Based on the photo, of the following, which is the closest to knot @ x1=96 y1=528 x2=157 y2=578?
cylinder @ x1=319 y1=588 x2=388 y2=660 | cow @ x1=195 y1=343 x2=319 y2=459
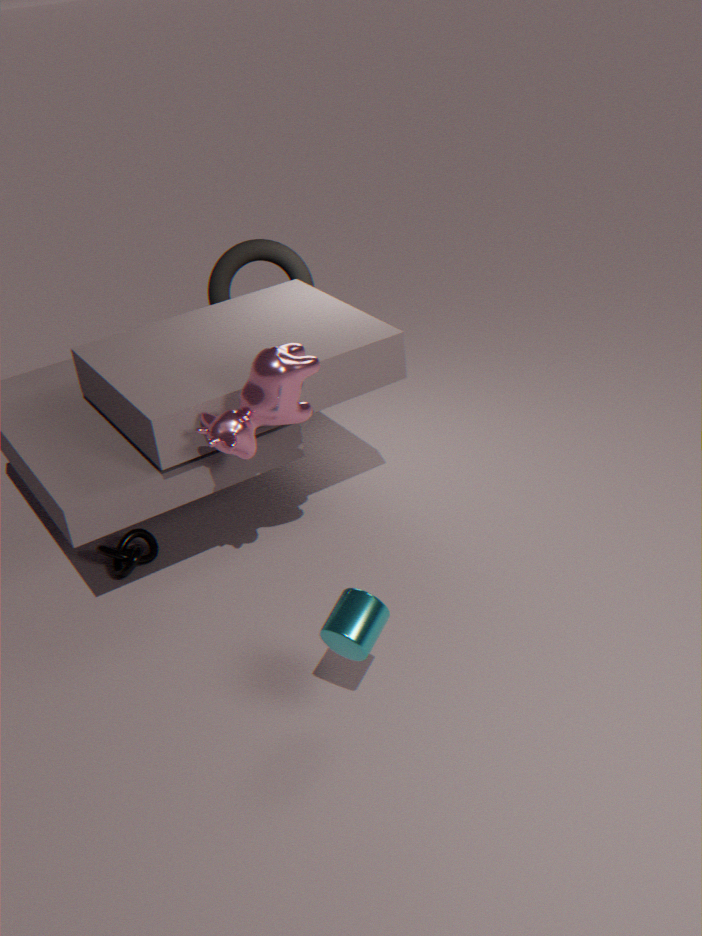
cow @ x1=195 y1=343 x2=319 y2=459
